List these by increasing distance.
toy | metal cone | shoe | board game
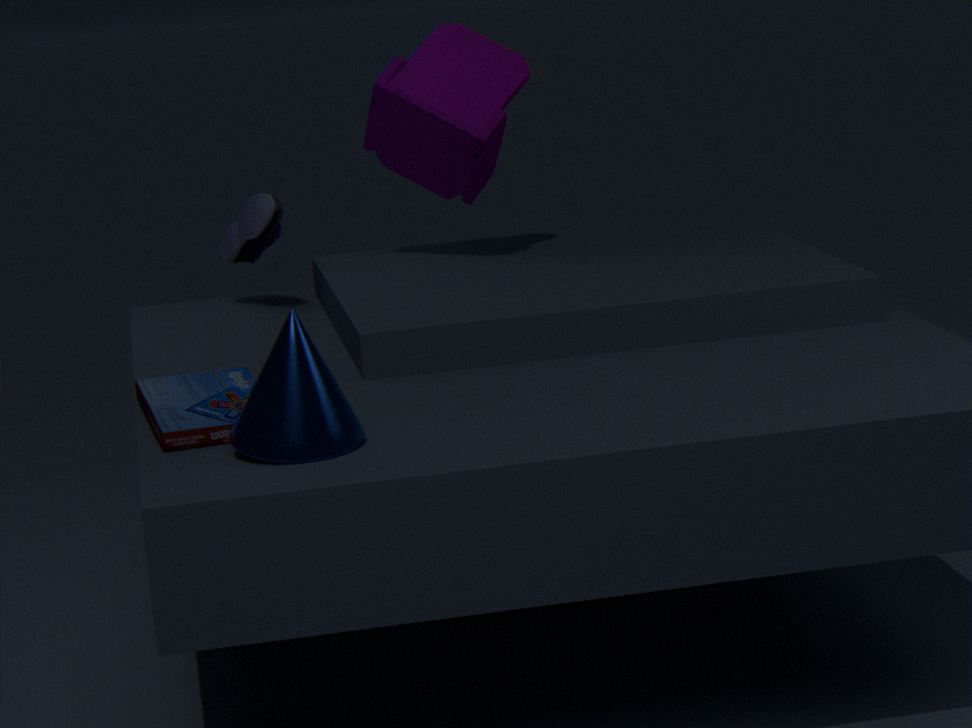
metal cone → board game → toy → shoe
